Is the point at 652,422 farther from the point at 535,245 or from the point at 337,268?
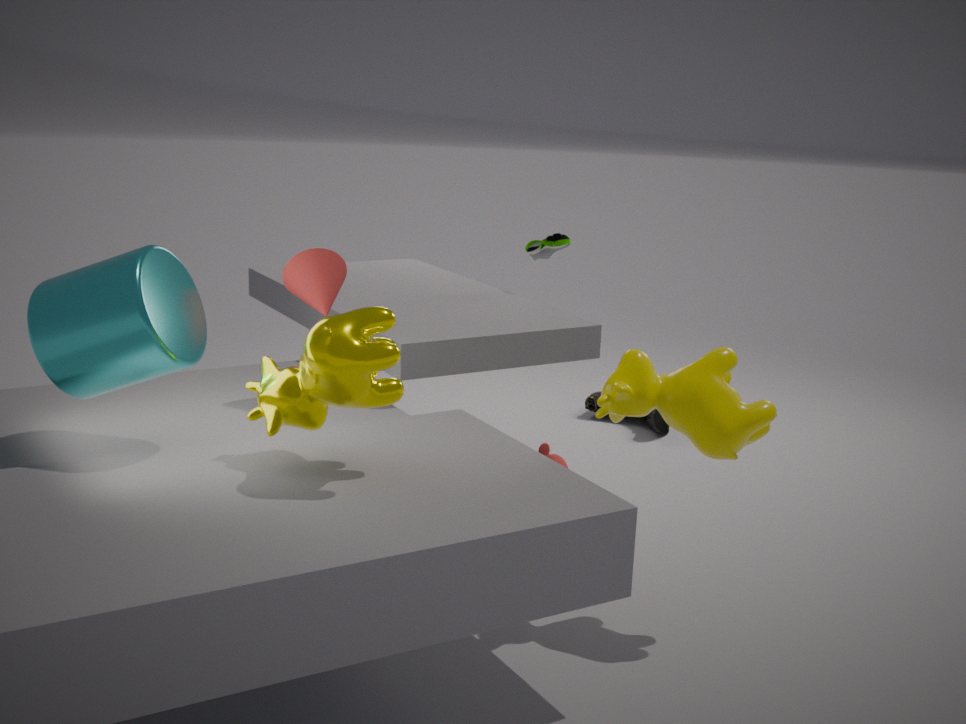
the point at 337,268
